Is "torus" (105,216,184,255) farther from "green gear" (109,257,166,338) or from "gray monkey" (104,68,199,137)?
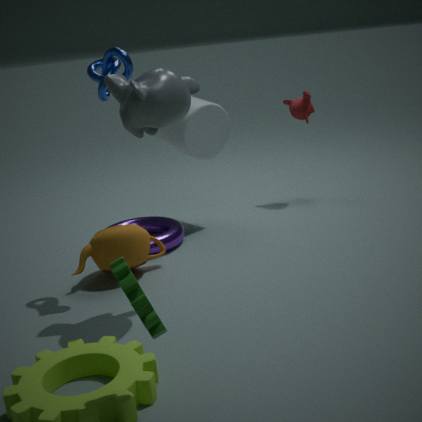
"green gear" (109,257,166,338)
